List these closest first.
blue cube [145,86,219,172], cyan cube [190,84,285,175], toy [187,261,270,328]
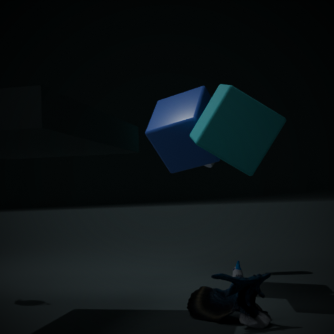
1. toy [187,261,270,328]
2. cyan cube [190,84,285,175]
3. blue cube [145,86,219,172]
